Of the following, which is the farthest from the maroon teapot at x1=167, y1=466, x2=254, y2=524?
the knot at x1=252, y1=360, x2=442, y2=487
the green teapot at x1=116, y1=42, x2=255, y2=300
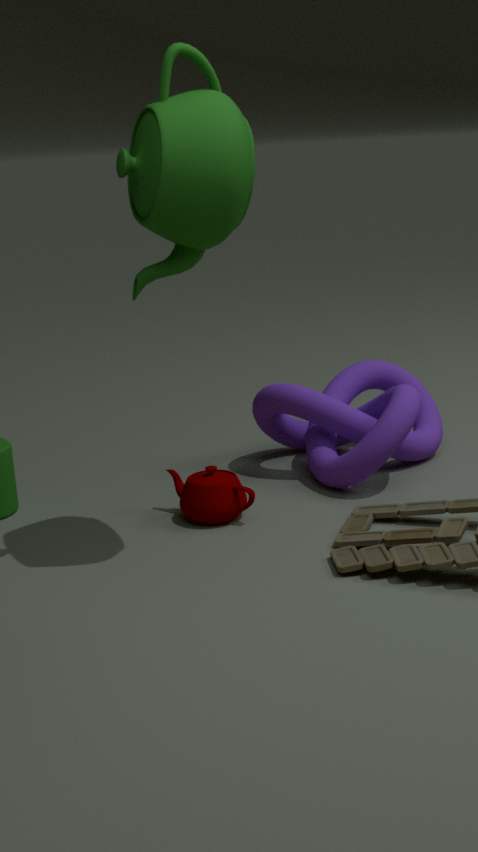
the green teapot at x1=116, y1=42, x2=255, y2=300
